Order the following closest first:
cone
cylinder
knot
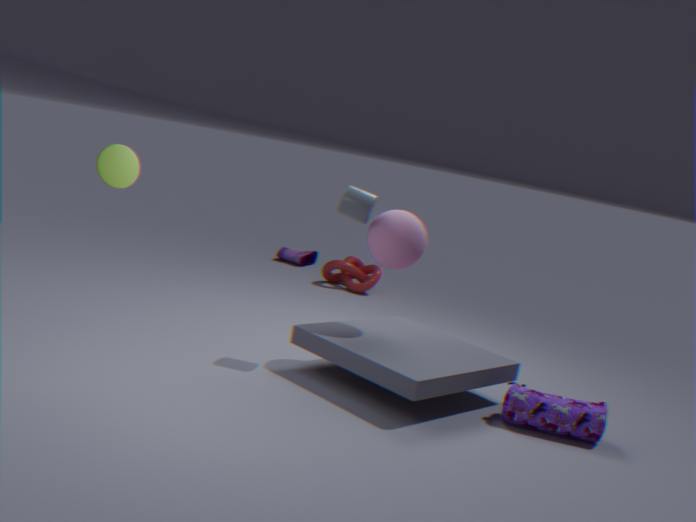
1. cone
2. cylinder
3. knot
